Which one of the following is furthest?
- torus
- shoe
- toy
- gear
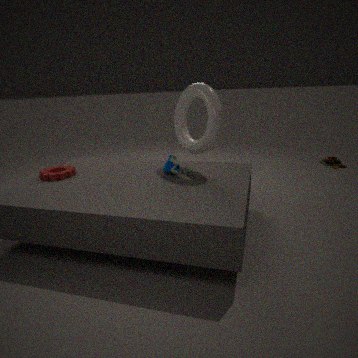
toy
